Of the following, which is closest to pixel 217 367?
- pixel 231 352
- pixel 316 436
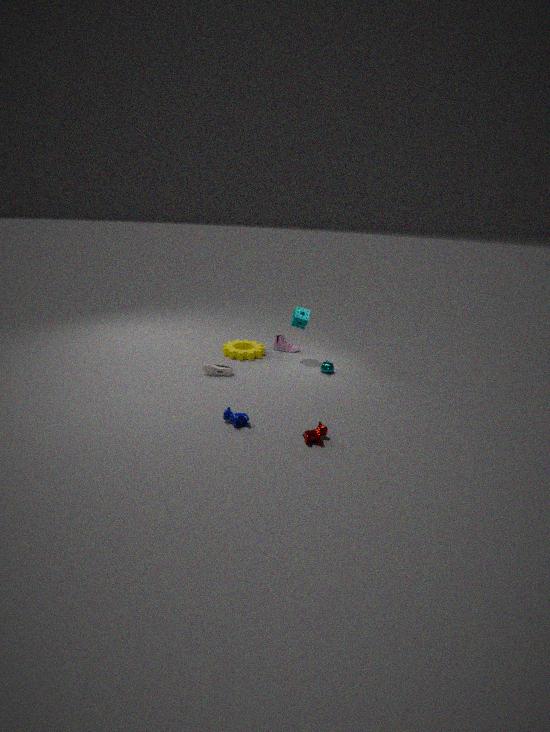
pixel 231 352
